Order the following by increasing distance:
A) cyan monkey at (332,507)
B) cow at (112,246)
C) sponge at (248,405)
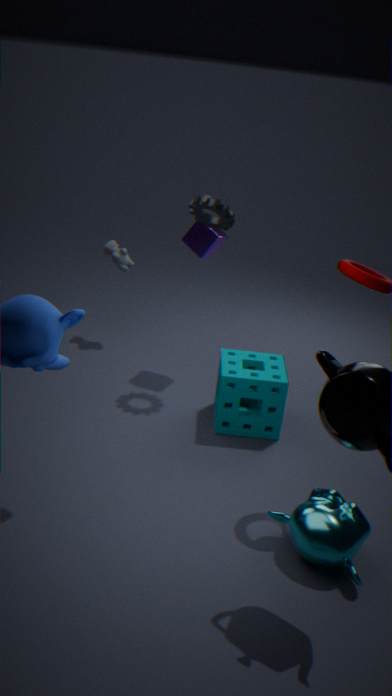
1. cyan monkey at (332,507)
2. sponge at (248,405)
3. cow at (112,246)
